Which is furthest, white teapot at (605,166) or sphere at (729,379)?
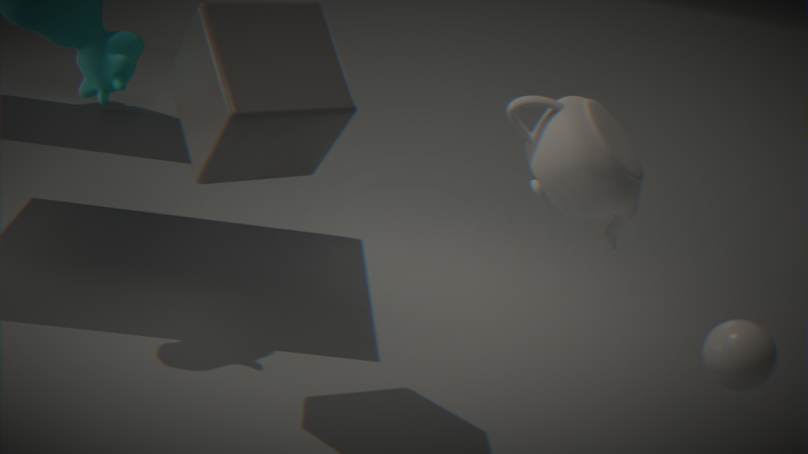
white teapot at (605,166)
